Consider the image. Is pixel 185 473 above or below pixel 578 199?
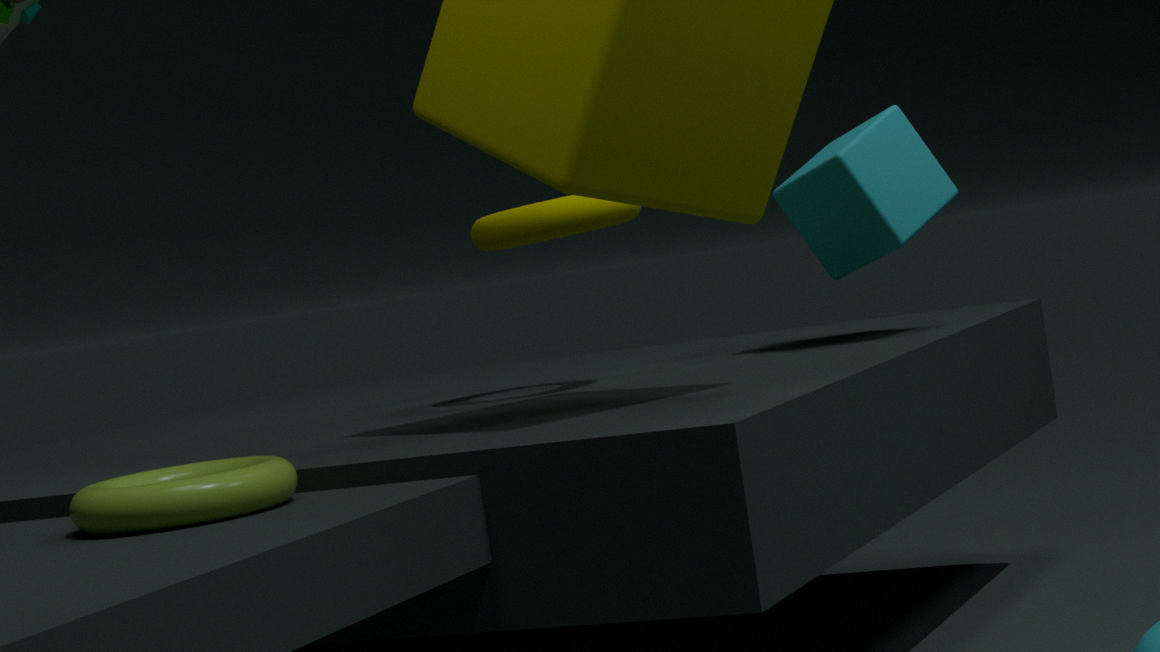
below
